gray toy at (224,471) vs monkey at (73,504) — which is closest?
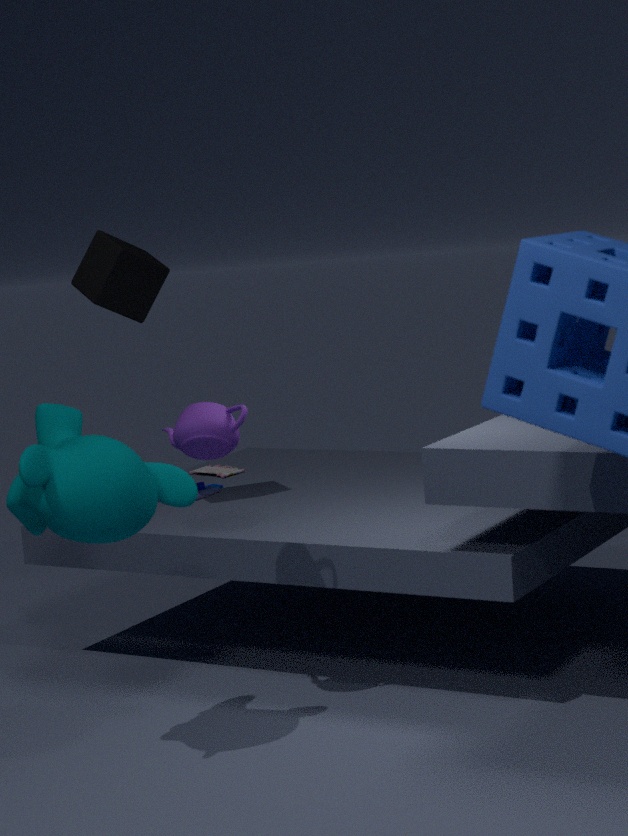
monkey at (73,504)
